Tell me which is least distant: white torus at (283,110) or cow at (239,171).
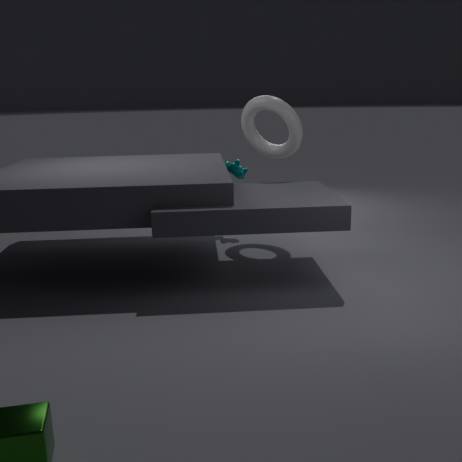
white torus at (283,110)
